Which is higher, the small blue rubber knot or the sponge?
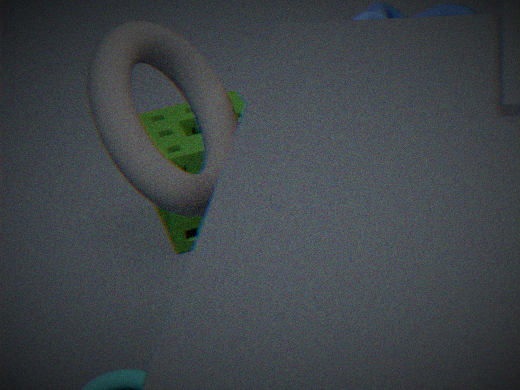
the small blue rubber knot
